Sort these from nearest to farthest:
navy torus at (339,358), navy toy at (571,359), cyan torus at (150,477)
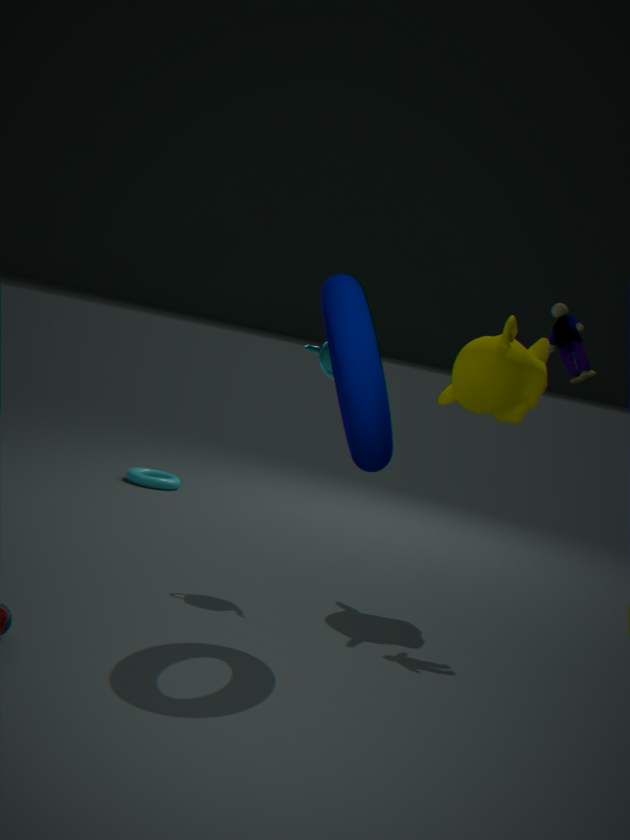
navy torus at (339,358) → navy toy at (571,359) → cyan torus at (150,477)
